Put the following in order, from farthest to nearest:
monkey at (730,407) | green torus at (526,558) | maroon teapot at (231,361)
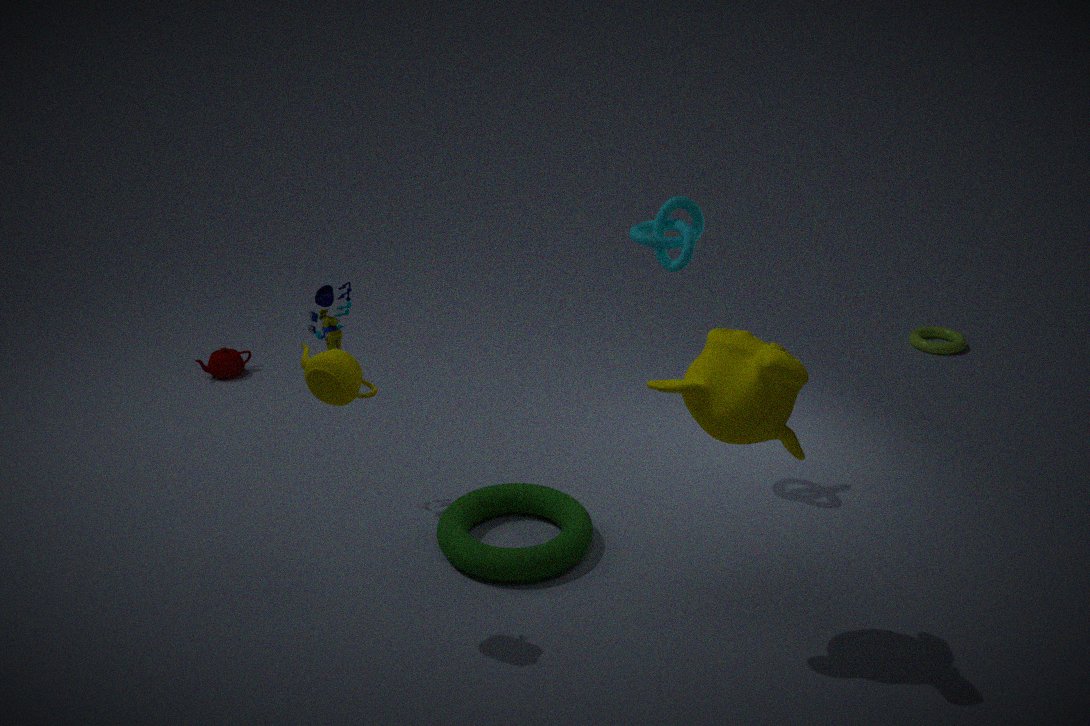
maroon teapot at (231,361)
green torus at (526,558)
monkey at (730,407)
